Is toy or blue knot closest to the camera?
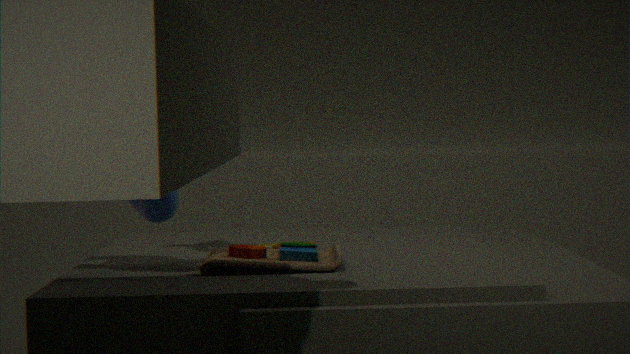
blue knot
